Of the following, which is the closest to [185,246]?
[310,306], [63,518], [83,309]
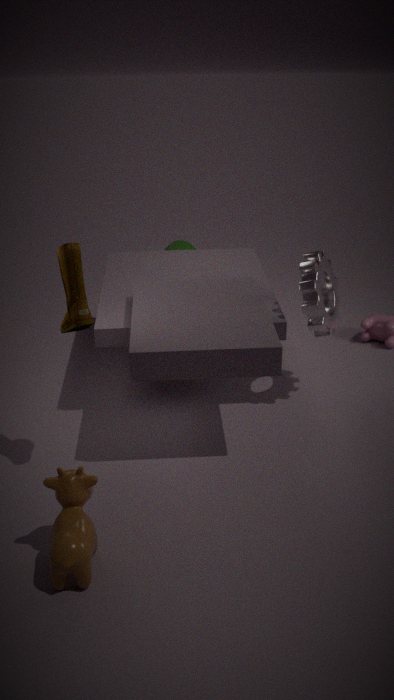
[310,306]
